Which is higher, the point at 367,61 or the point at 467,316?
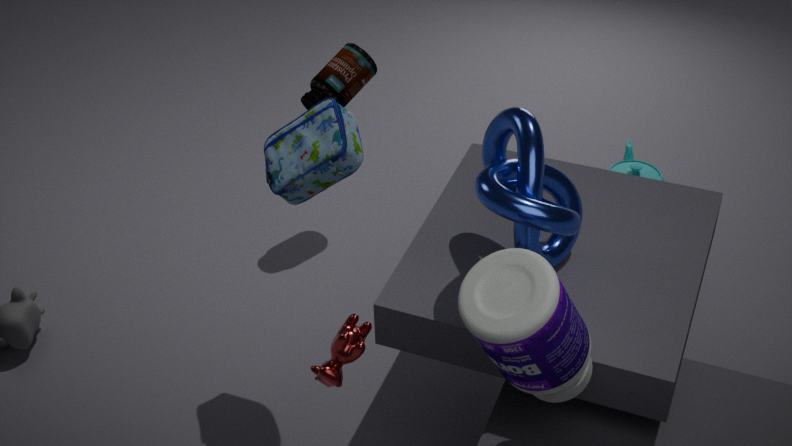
the point at 467,316
